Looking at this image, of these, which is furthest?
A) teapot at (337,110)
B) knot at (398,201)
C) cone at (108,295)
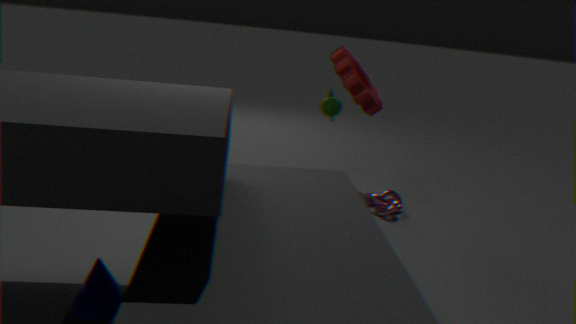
teapot at (337,110)
